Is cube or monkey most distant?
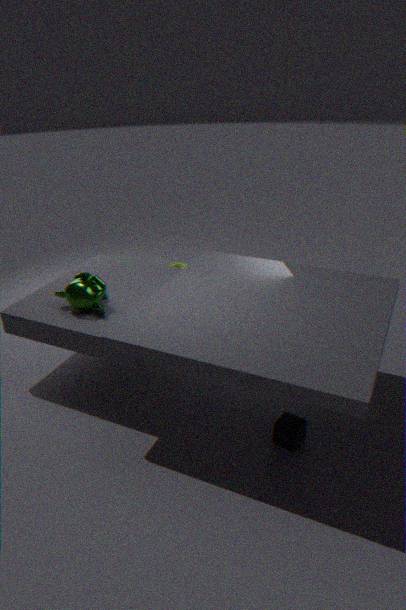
monkey
